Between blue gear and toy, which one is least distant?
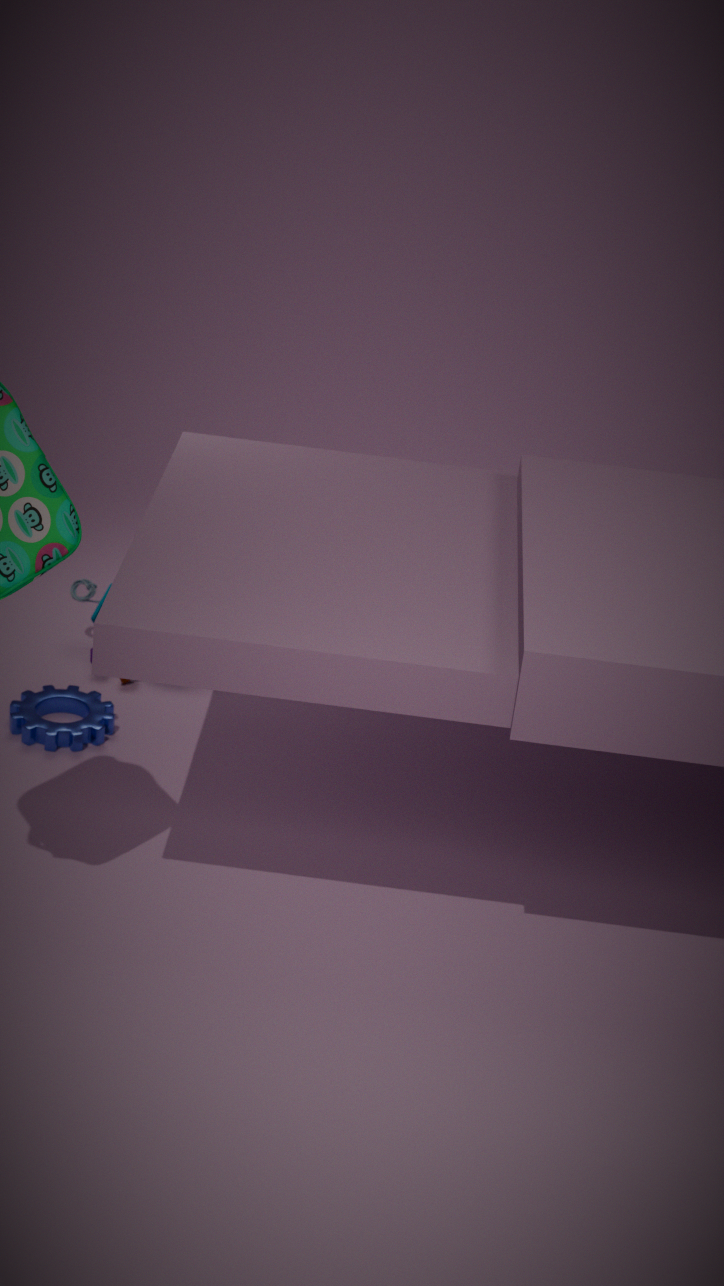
blue gear
